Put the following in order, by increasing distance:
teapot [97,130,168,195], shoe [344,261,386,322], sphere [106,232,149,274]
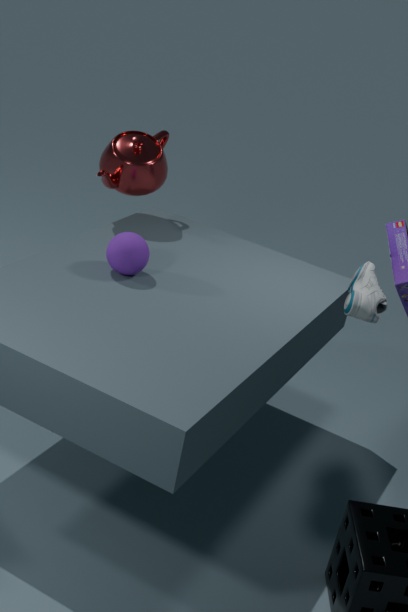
shoe [344,261,386,322] → sphere [106,232,149,274] → teapot [97,130,168,195]
